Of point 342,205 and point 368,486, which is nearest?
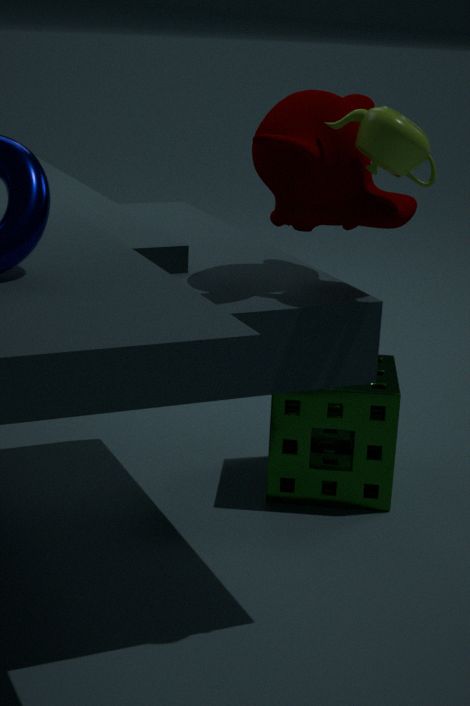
point 342,205
